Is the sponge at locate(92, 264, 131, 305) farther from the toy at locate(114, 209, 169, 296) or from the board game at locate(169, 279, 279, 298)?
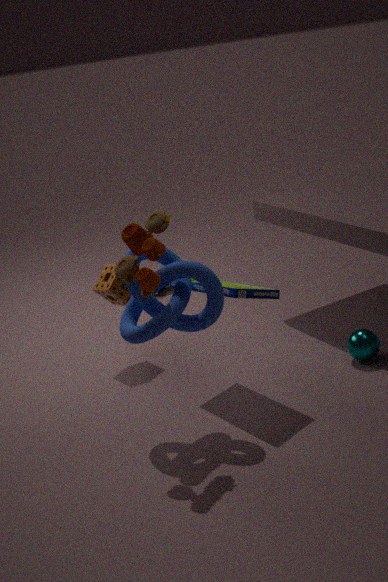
the toy at locate(114, 209, 169, 296)
